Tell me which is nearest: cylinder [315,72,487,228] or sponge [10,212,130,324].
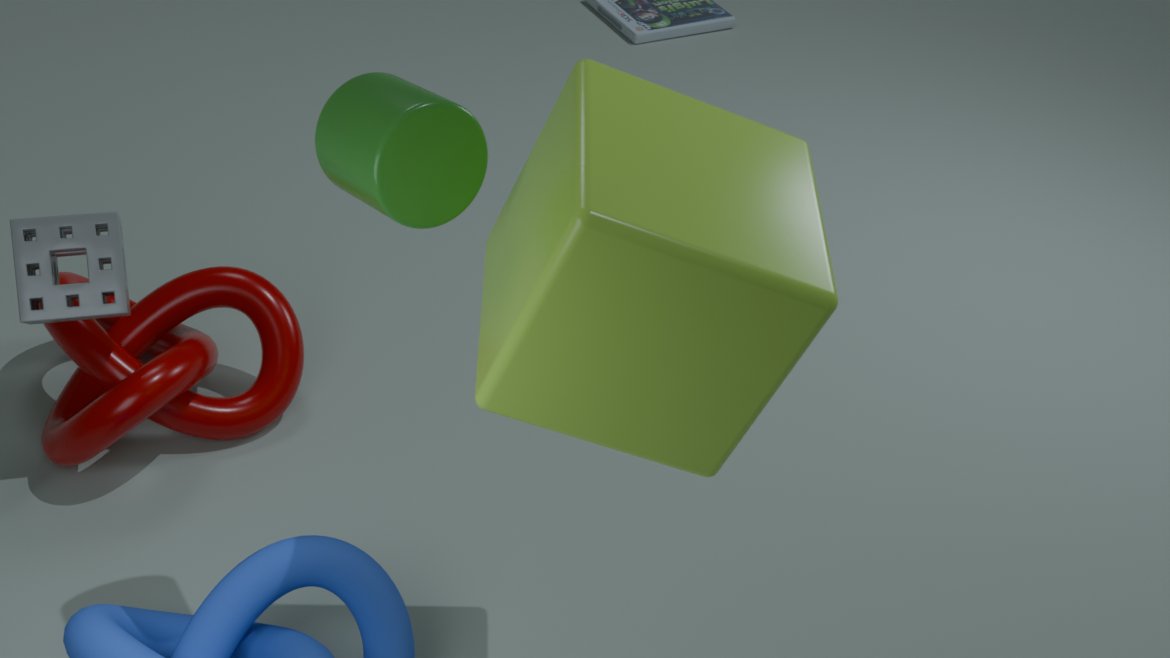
cylinder [315,72,487,228]
